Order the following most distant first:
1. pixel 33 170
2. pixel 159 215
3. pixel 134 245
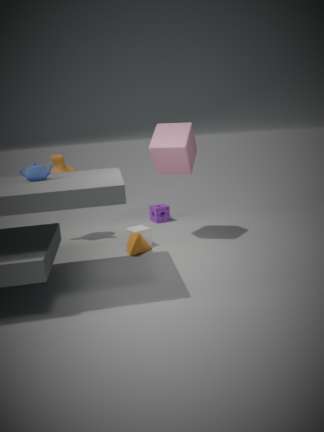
pixel 159 215 < pixel 134 245 < pixel 33 170
